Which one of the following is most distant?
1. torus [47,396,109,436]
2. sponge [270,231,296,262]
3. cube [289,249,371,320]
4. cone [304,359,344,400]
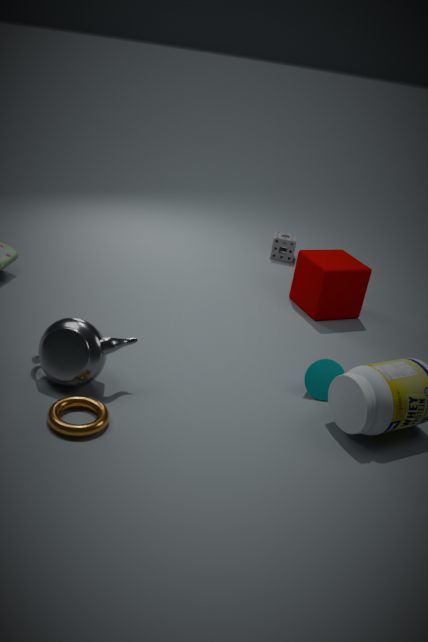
sponge [270,231,296,262]
